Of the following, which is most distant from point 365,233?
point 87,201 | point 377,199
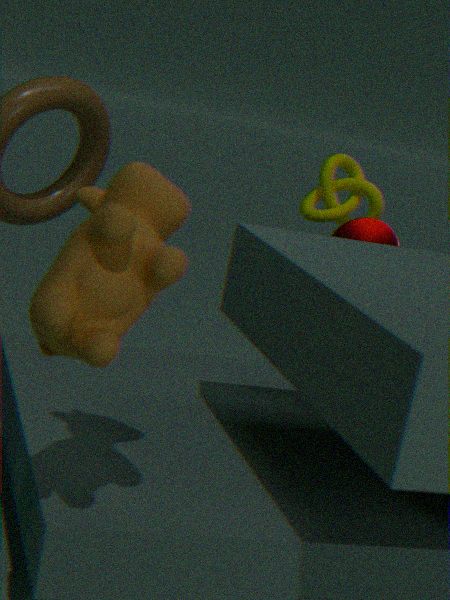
point 87,201
